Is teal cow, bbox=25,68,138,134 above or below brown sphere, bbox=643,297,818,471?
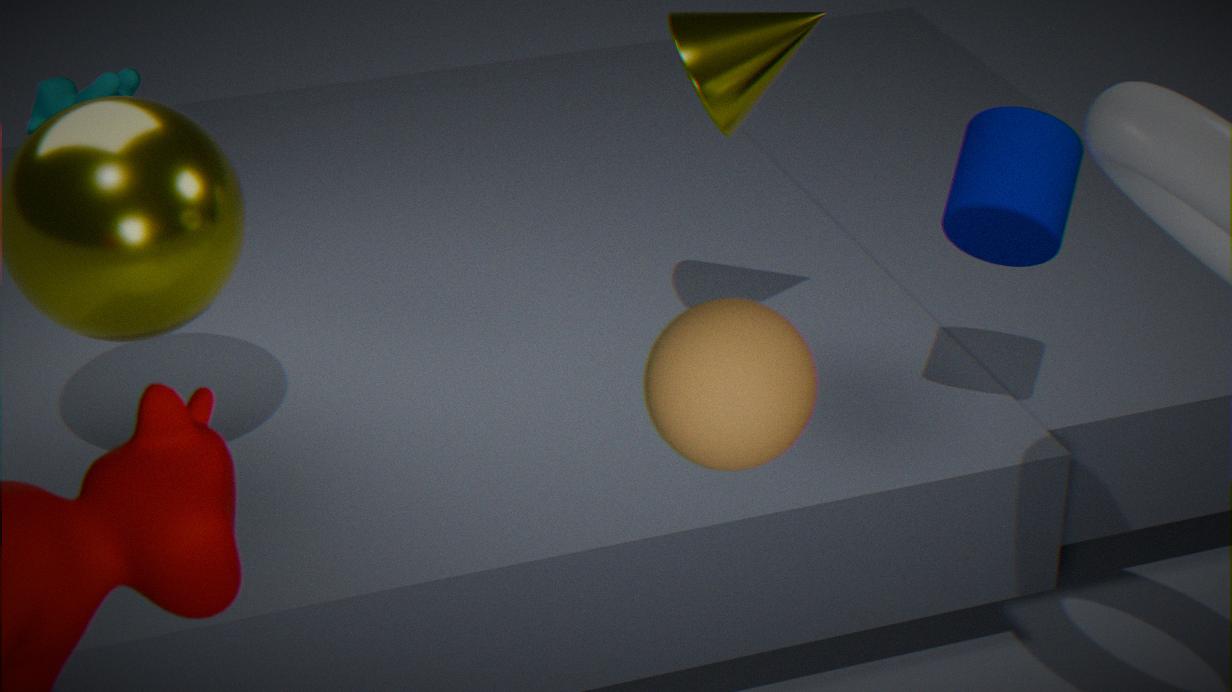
below
